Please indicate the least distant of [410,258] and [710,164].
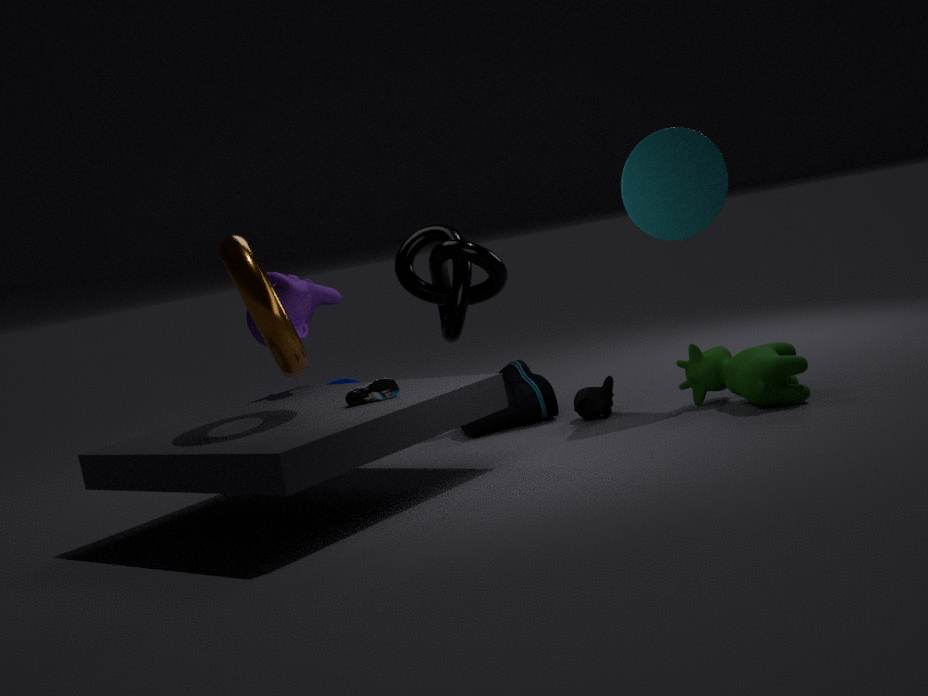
[710,164]
